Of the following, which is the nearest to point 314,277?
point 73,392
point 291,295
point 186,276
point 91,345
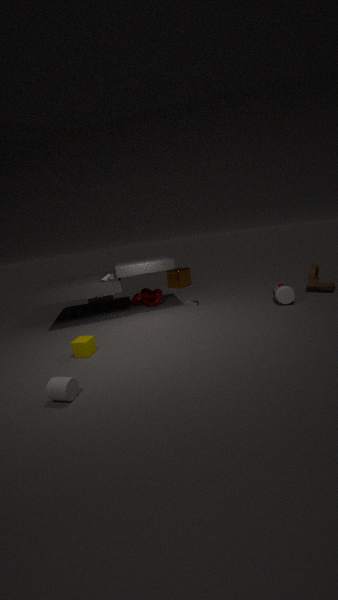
point 291,295
